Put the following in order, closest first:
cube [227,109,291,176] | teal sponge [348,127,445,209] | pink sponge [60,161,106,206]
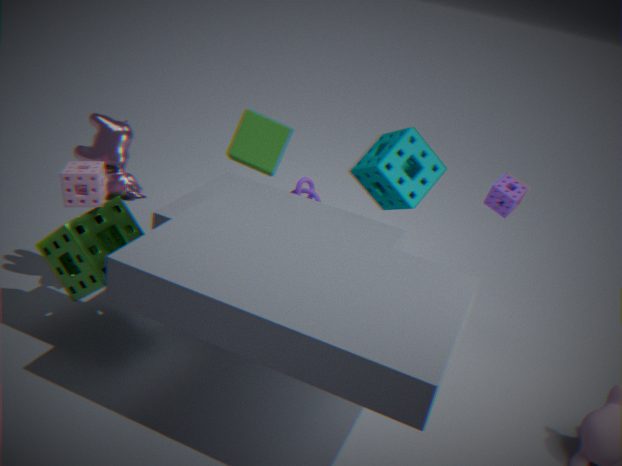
1. pink sponge [60,161,106,206]
2. teal sponge [348,127,445,209]
3. cube [227,109,291,176]
